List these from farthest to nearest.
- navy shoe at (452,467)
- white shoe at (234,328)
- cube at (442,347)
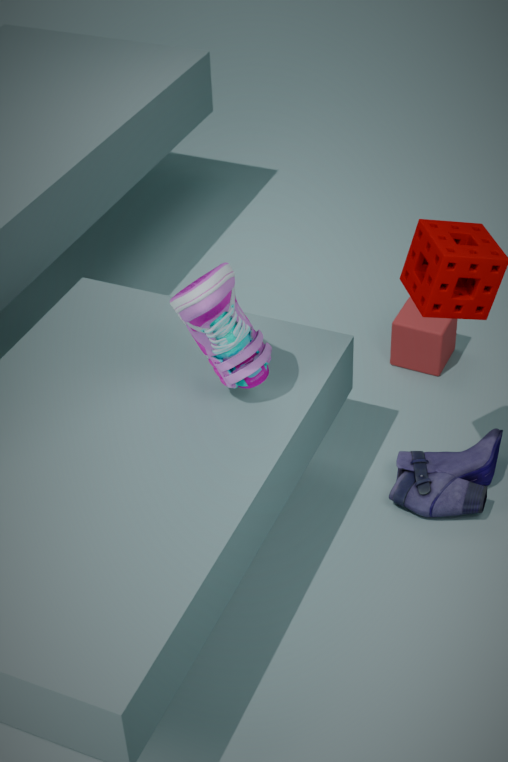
cube at (442,347), navy shoe at (452,467), white shoe at (234,328)
